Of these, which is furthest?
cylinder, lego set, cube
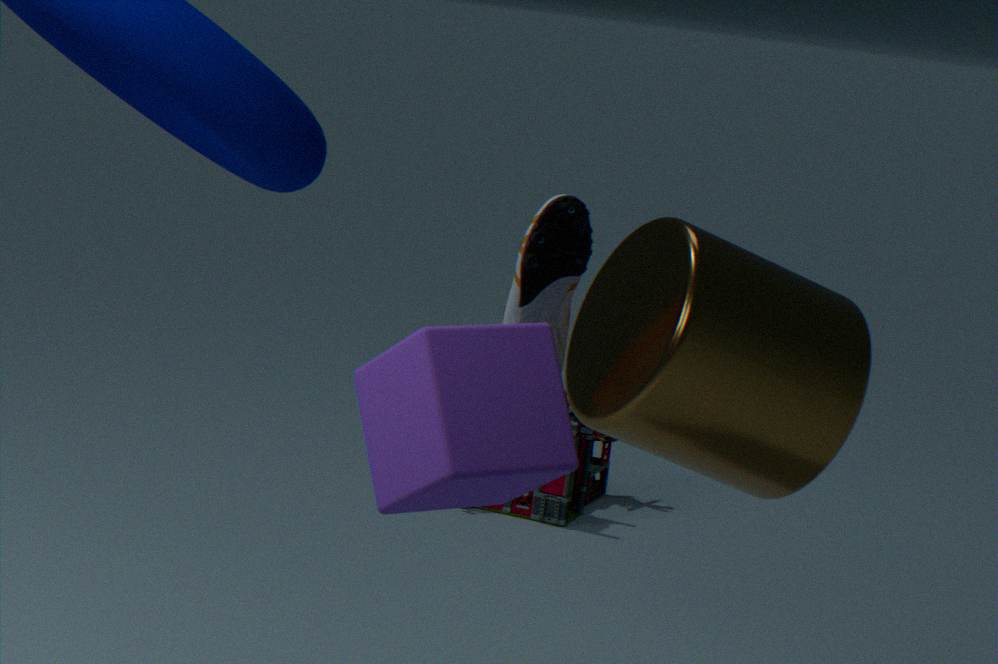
lego set
